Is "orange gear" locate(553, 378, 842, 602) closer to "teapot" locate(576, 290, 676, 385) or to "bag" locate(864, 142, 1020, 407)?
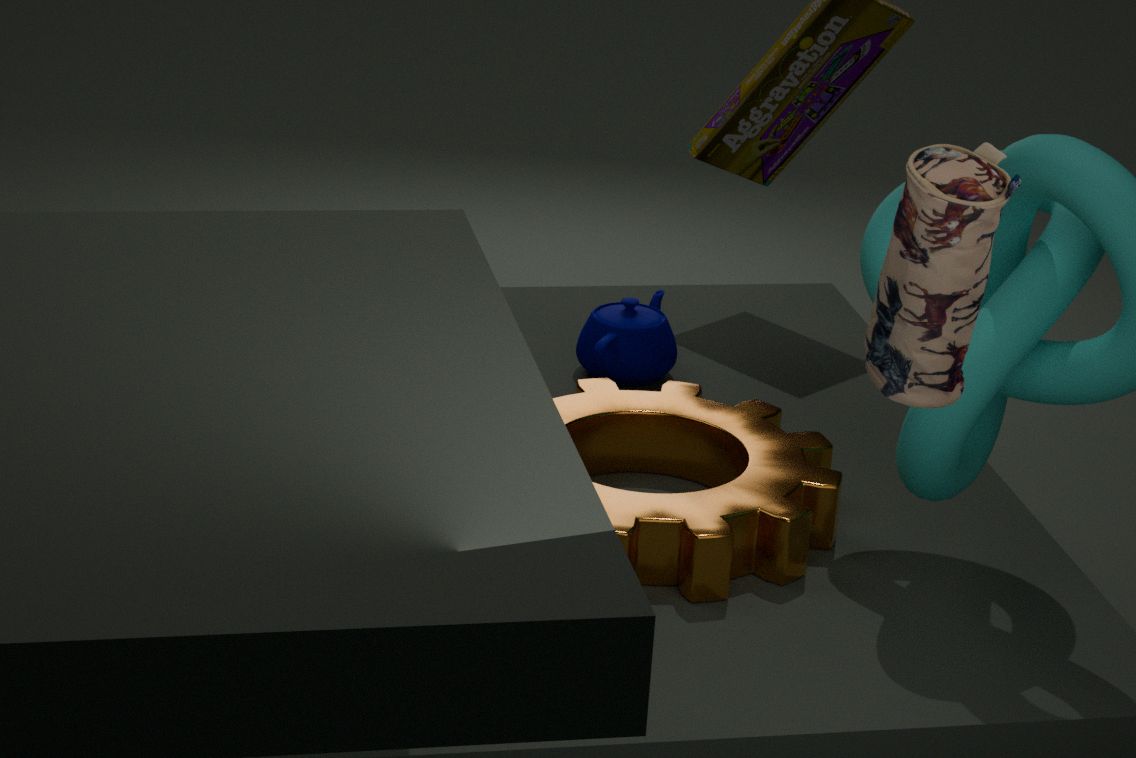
"teapot" locate(576, 290, 676, 385)
